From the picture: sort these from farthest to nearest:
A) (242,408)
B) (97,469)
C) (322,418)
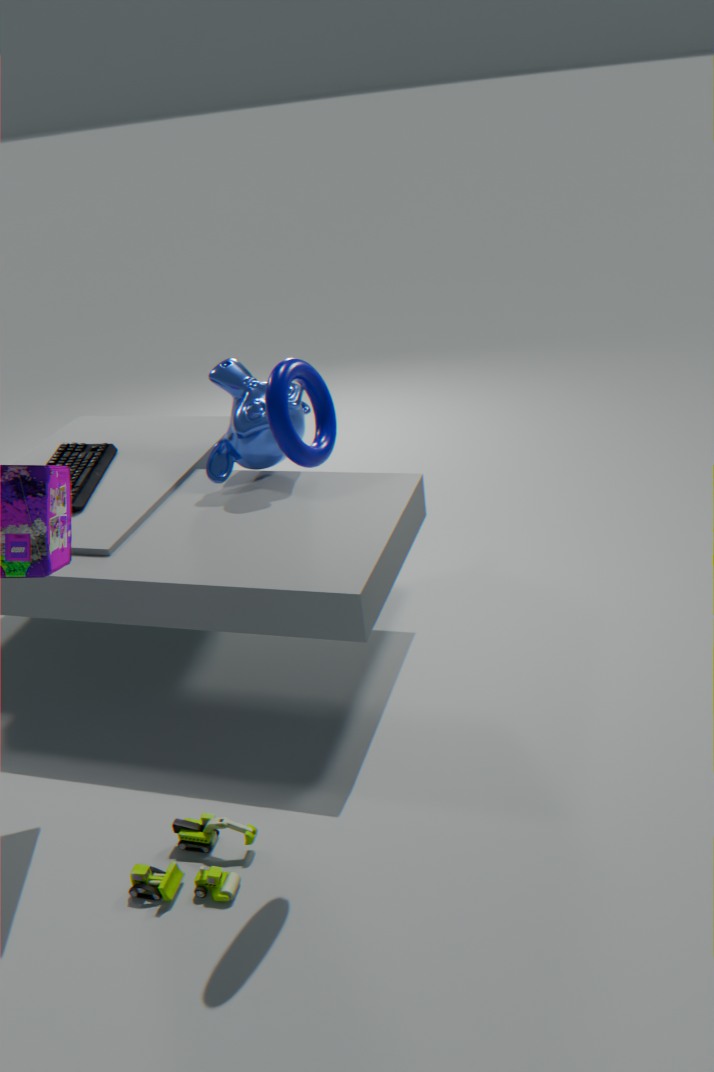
(97,469) → (242,408) → (322,418)
